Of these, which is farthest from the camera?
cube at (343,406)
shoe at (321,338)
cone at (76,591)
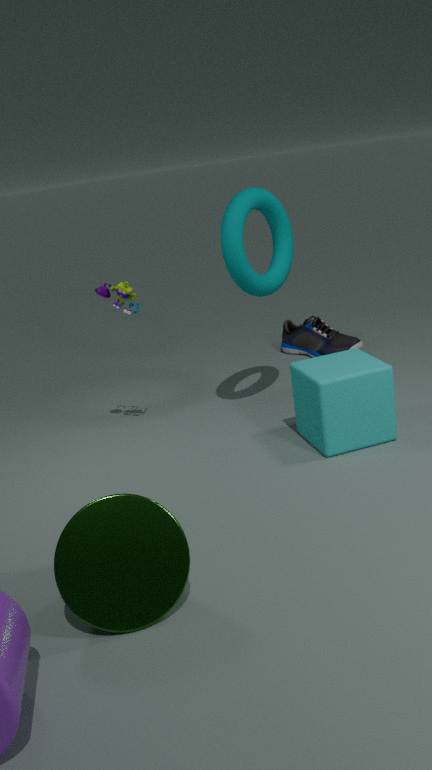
shoe at (321,338)
